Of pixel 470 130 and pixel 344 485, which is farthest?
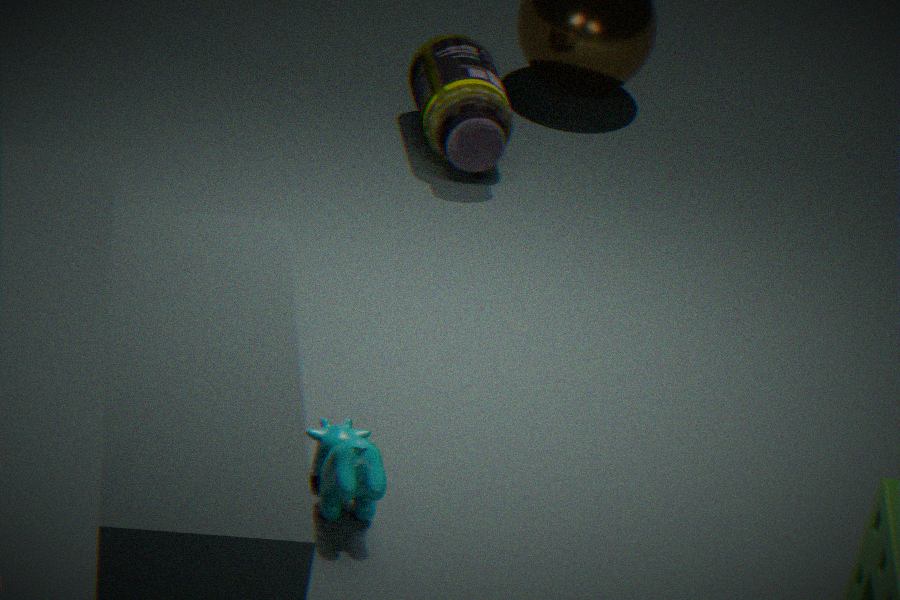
pixel 470 130
